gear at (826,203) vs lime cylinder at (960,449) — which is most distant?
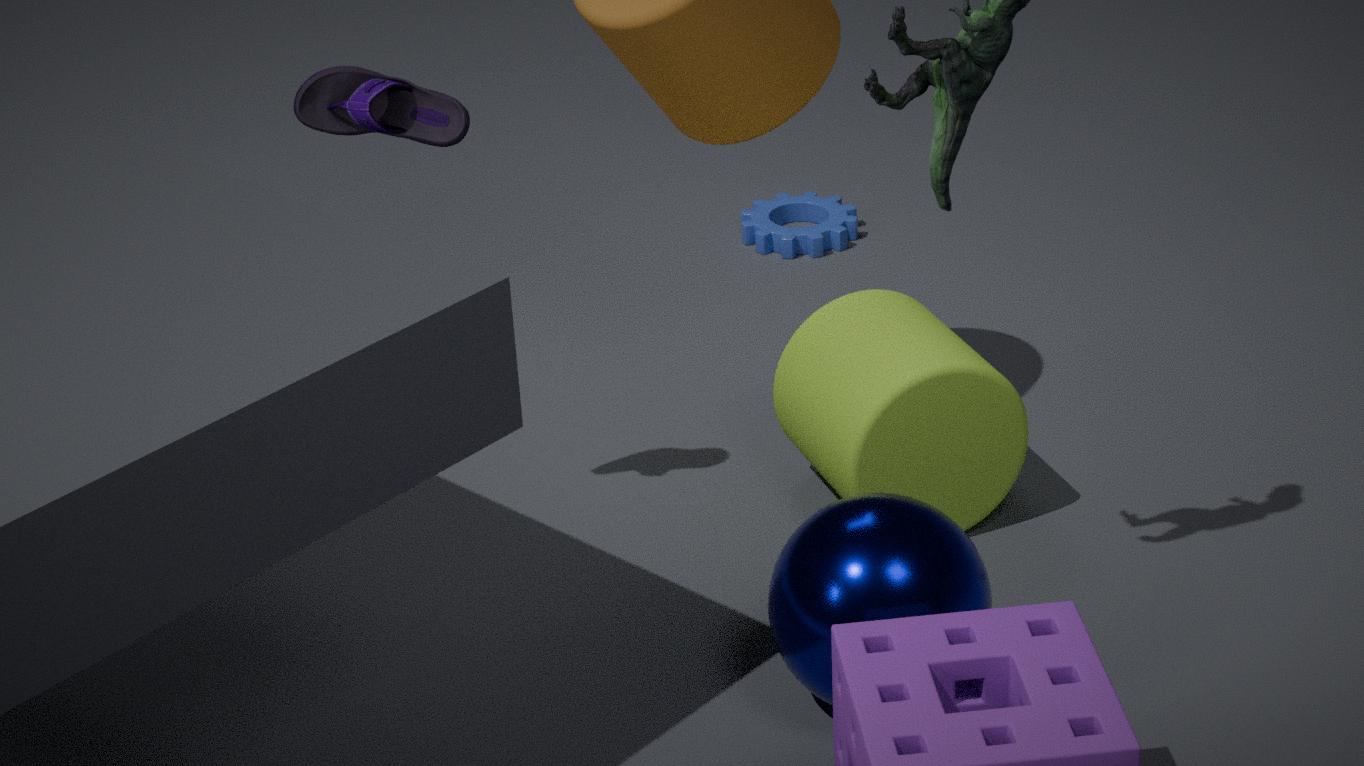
gear at (826,203)
